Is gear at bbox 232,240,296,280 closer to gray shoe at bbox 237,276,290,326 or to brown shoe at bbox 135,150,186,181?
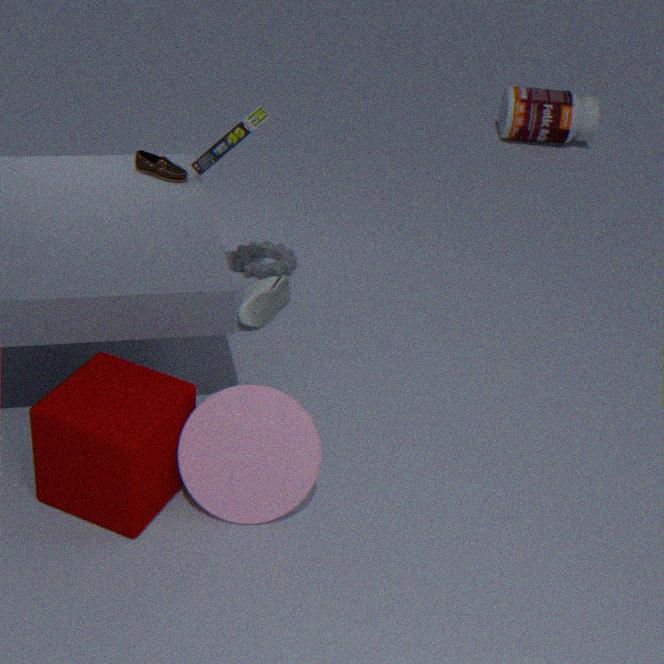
gray shoe at bbox 237,276,290,326
